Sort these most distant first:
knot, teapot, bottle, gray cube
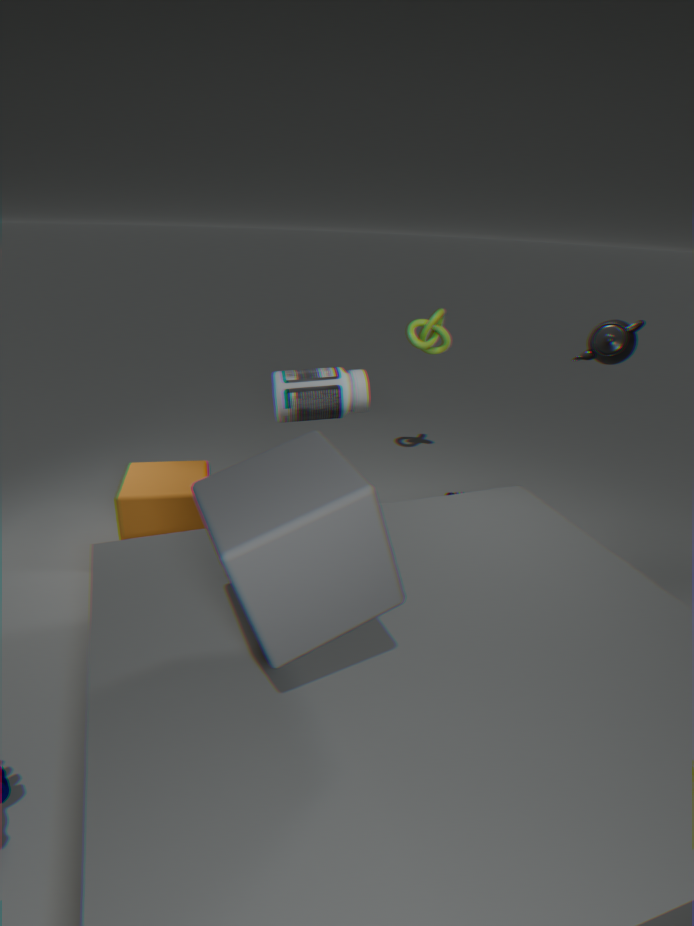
knot → bottle → teapot → gray cube
